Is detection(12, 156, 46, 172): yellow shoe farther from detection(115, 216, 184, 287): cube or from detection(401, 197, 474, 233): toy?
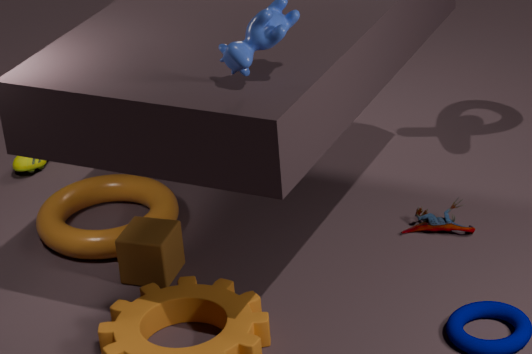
detection(401, 197, 474, 233): toy
